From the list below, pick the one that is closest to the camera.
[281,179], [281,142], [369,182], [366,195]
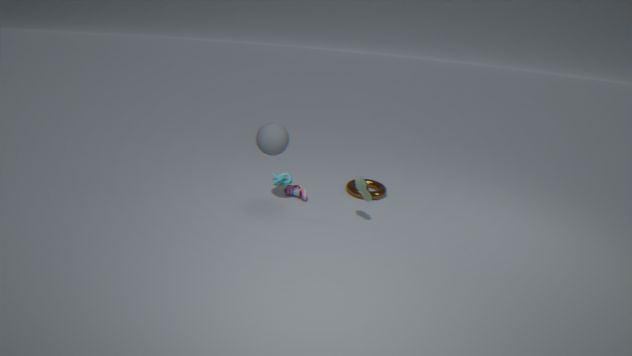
[281,142]
